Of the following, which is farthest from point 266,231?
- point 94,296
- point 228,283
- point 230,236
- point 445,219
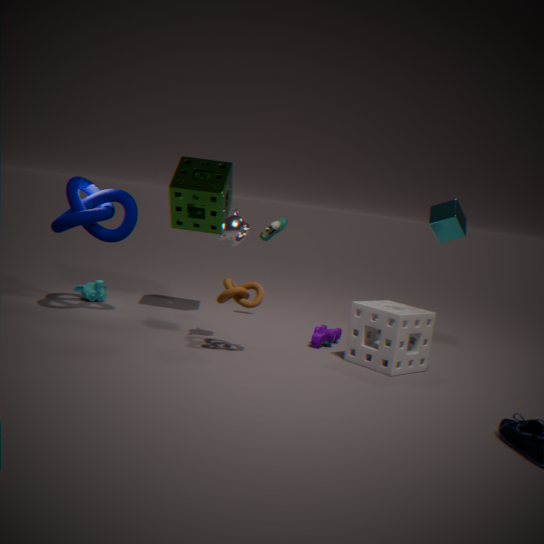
point 94,296
